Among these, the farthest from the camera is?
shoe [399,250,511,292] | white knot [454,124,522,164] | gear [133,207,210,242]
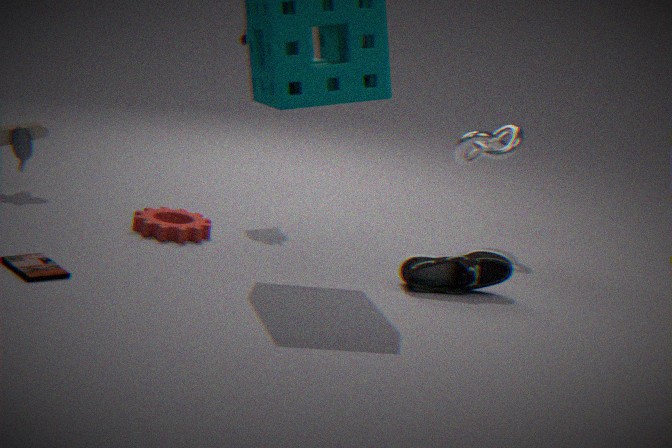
white knot [454,124,522,164]
